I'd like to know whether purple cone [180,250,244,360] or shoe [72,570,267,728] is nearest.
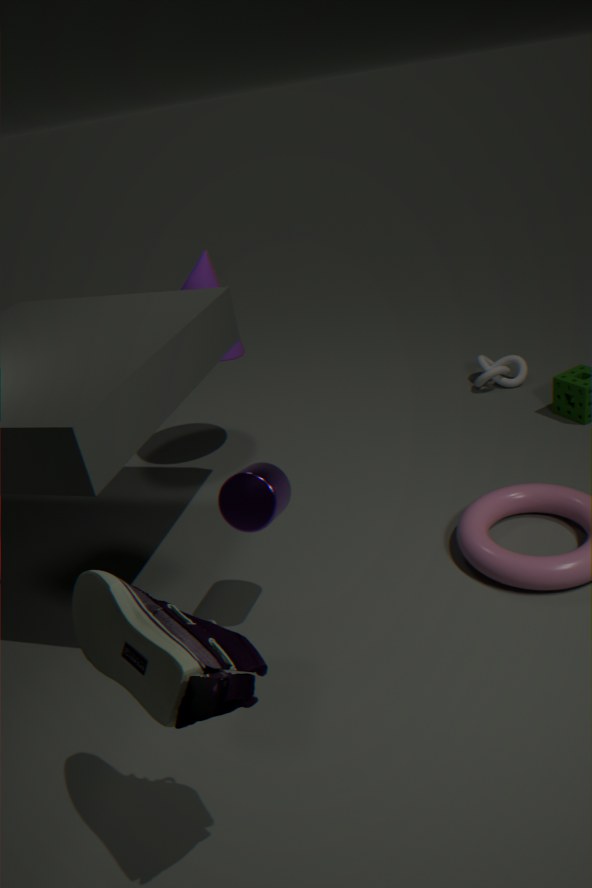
shoe [72,570,267,728]
